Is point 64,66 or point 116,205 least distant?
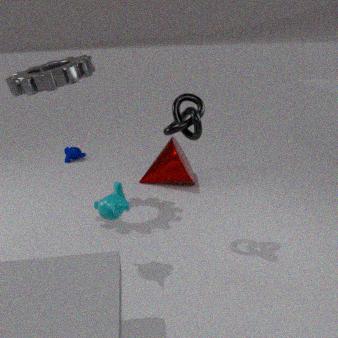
point 116,205
